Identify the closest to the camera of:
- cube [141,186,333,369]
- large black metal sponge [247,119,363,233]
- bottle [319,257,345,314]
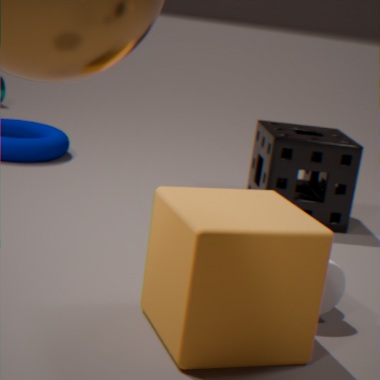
cube [141,186,333,369]
